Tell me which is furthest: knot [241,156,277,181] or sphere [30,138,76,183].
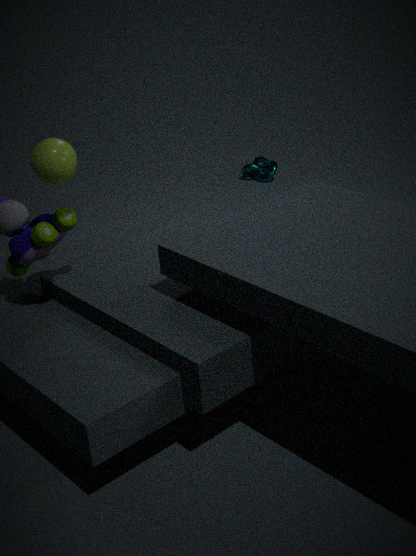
knot [241,156,277,181]
